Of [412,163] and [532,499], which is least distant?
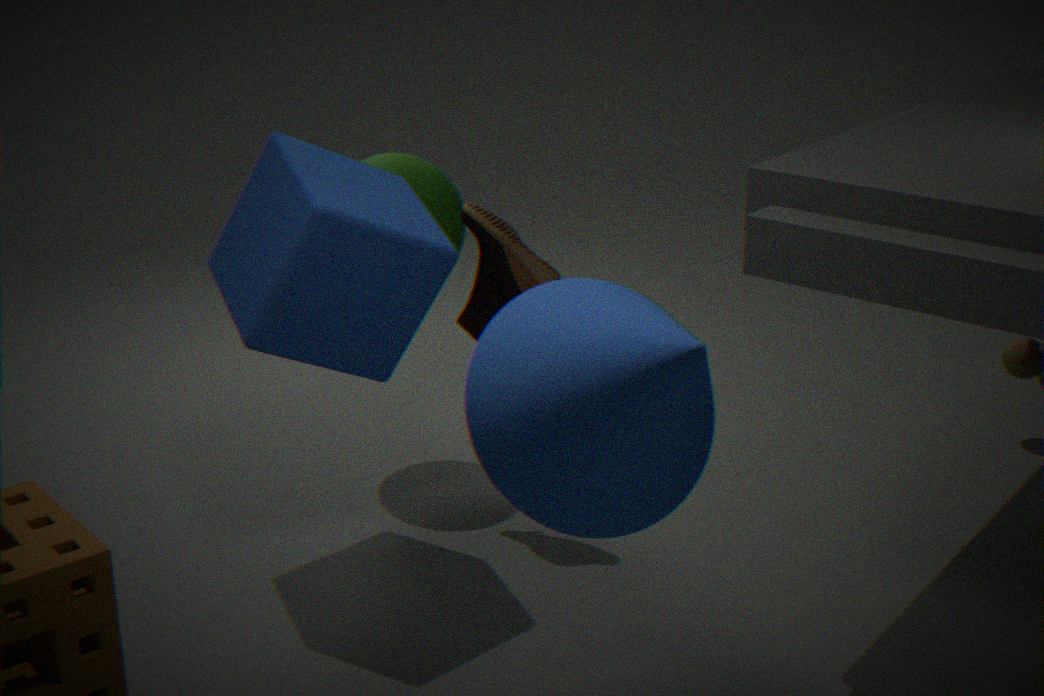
[532,499]
